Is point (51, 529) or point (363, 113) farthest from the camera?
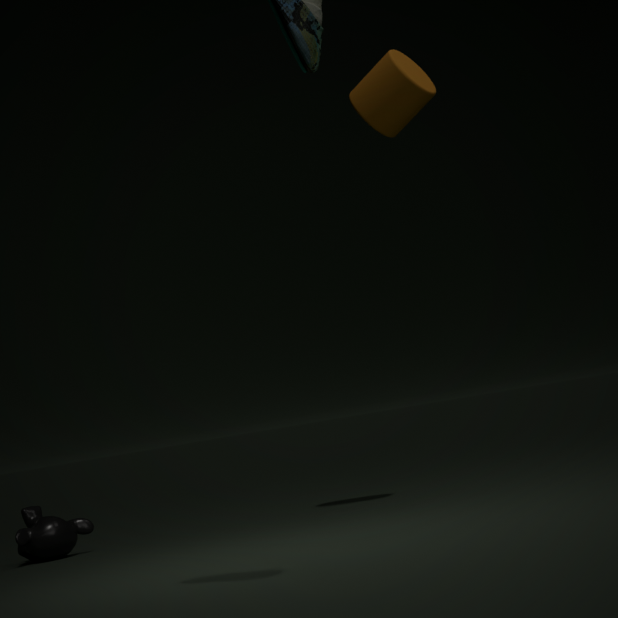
point (51, 529)
